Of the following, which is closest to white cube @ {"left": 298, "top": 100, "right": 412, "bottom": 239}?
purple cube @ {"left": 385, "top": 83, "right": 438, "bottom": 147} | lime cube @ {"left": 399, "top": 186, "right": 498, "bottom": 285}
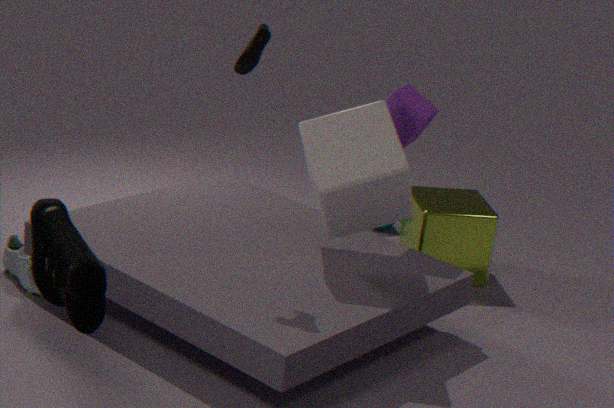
purple cube @ {"left": 385, "top": 83, "right": 438, "bottom": 147}
